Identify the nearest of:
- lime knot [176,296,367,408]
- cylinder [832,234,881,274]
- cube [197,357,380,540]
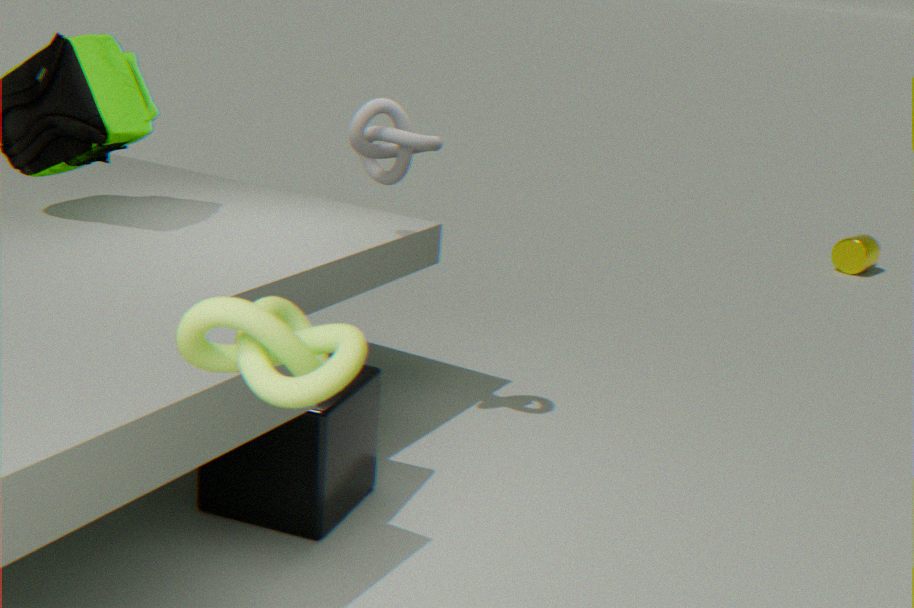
lime knot [176,296,367,408]
